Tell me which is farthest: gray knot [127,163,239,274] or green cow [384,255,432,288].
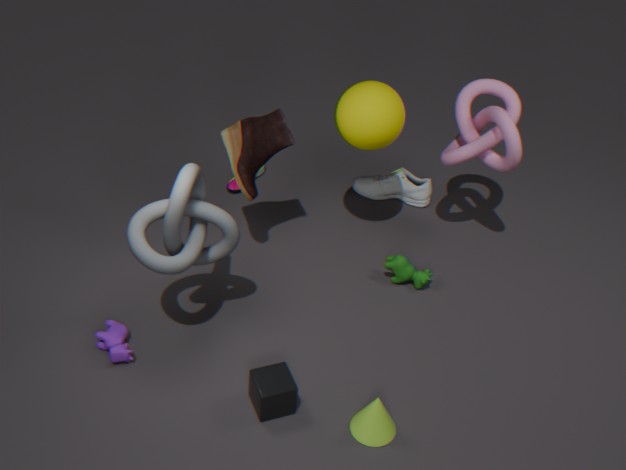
green cow [384,255,432,288]
